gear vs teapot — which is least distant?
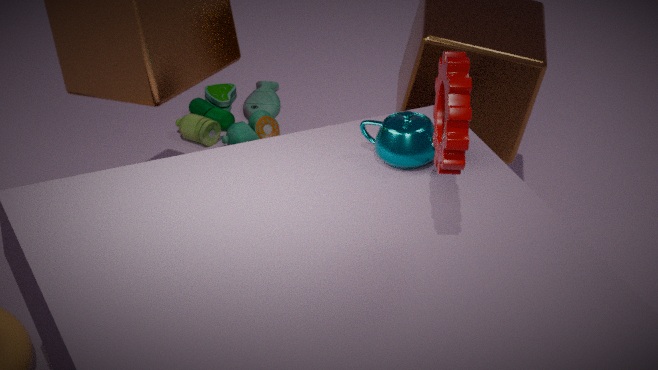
gear
